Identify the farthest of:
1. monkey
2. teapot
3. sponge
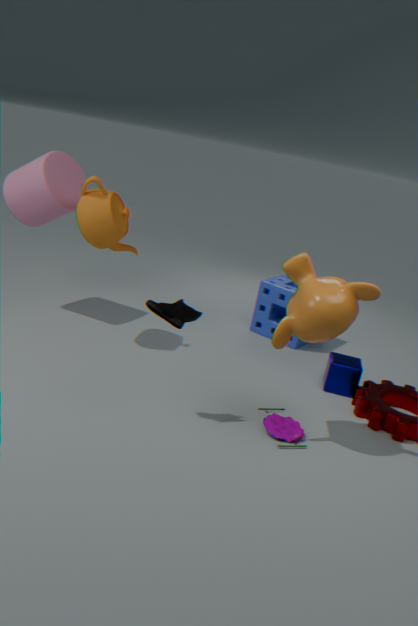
sponge
